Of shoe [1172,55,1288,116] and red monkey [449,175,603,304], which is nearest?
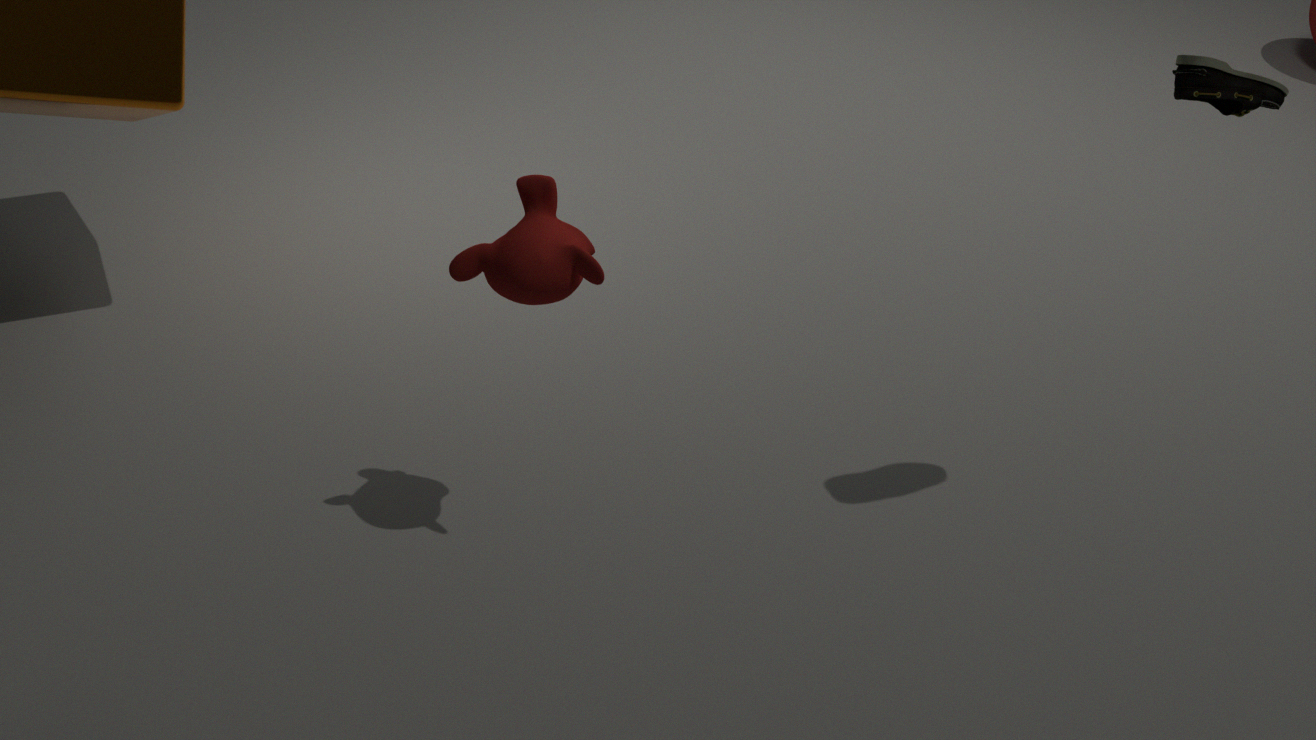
shoe [1172,55,1288,116]
